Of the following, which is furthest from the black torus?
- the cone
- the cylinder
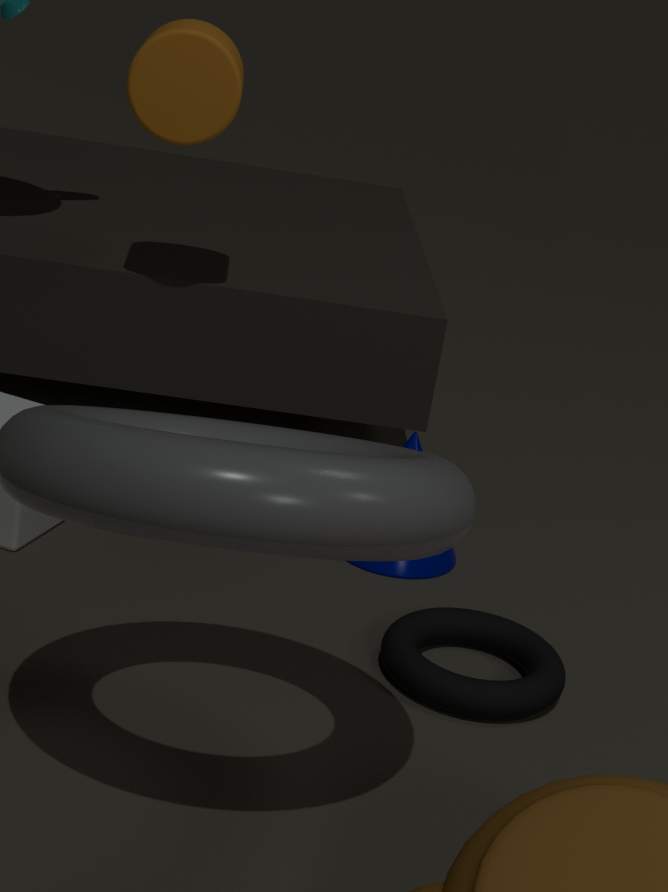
the cylinder
